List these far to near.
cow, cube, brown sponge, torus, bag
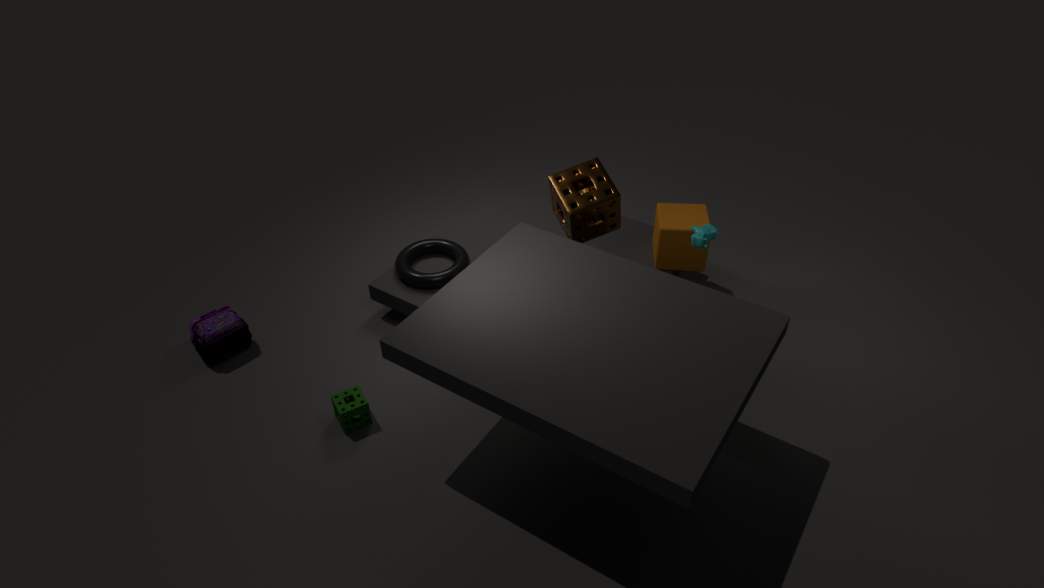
1. torus
2. cube
3. bag
4. brown sponge
5. cow
